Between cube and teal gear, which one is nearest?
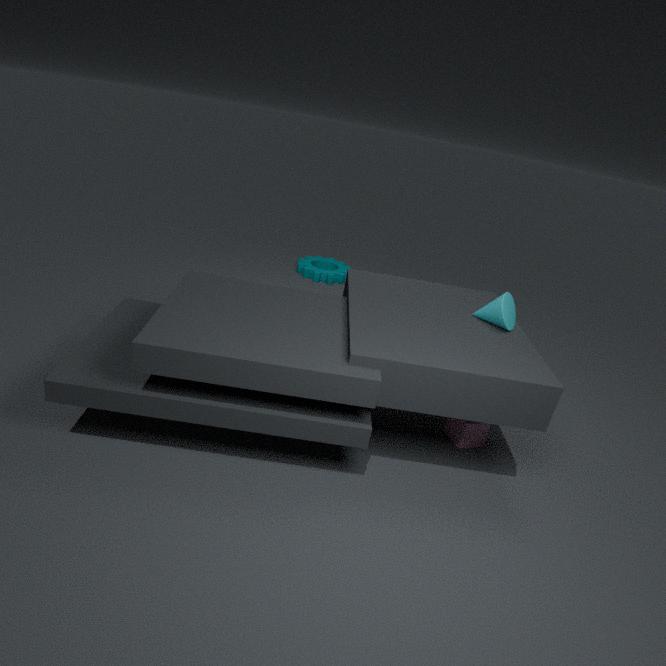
cube
